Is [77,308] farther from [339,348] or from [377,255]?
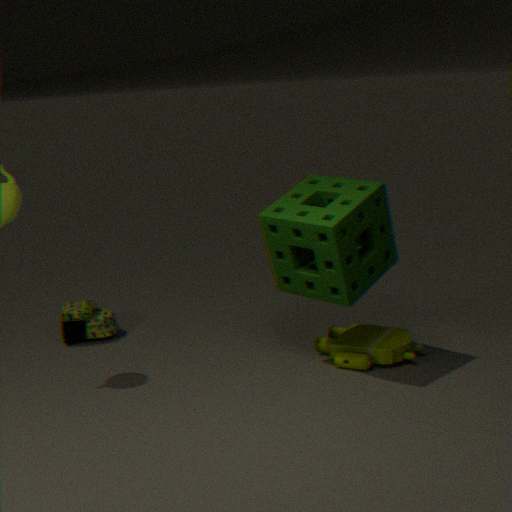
[339,348]
